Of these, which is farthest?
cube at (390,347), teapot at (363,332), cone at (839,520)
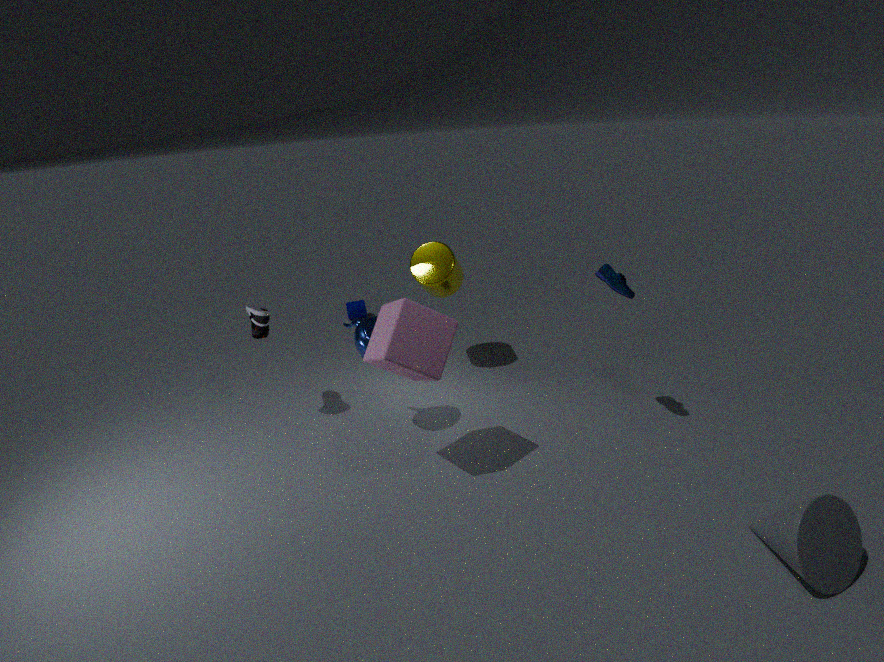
teapot at (363,332)
